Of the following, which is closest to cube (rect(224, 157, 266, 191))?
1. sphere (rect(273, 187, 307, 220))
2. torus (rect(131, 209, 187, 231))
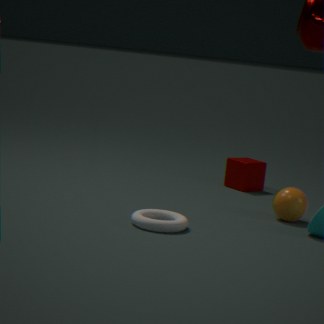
sphere (rect(273, 187, 307, 220))
